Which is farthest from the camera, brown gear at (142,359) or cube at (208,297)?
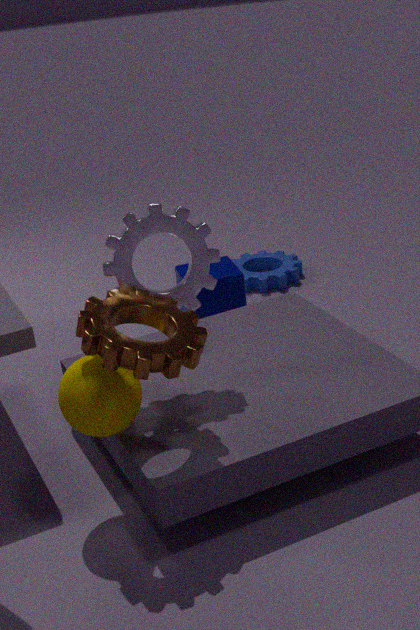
cube at (208,297)
